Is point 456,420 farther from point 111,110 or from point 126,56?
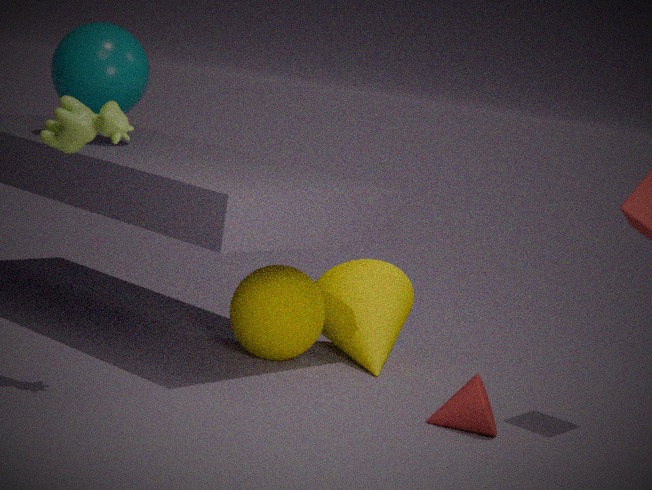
point 126,56
